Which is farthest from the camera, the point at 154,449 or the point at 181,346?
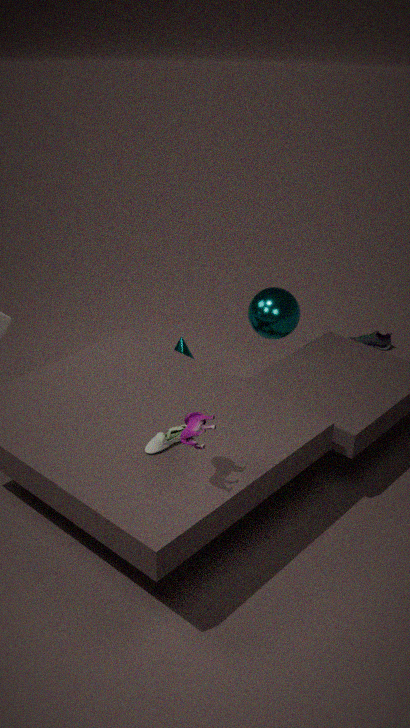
the point at 181,346
